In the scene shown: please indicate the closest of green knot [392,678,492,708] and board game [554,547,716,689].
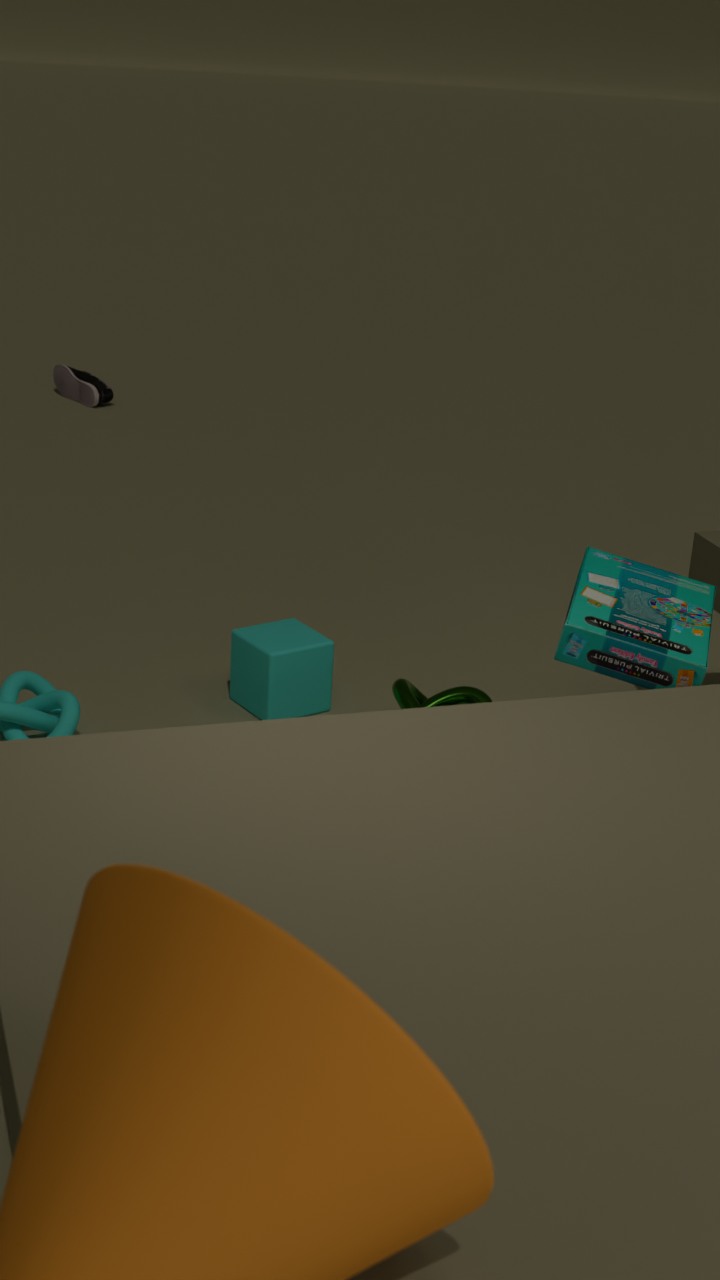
board game [554,547,716,689]
